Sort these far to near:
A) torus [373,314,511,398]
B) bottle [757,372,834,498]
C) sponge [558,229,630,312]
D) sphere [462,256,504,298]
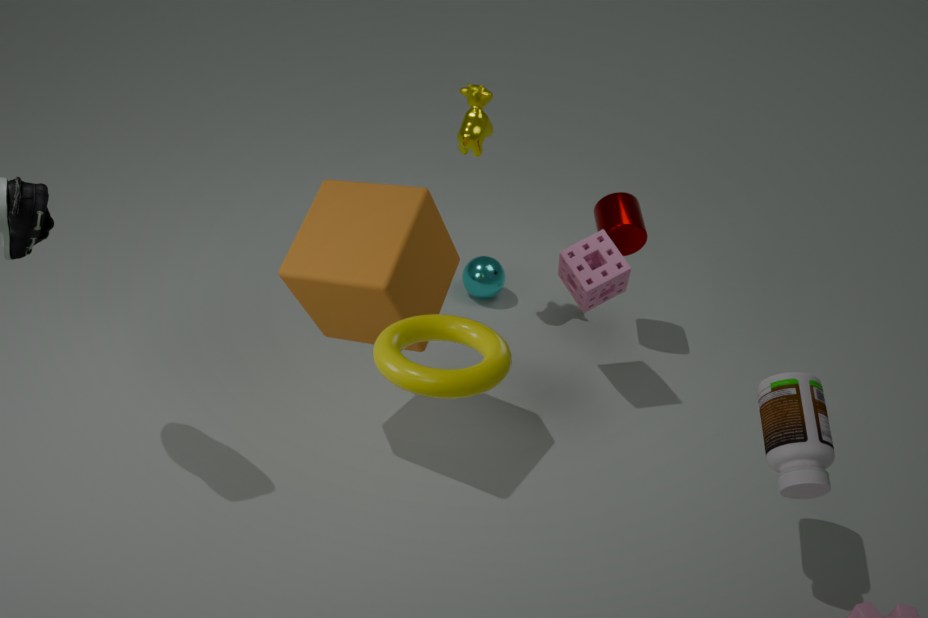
sphere [462,256,504,298]
sponge [558,229,630,312]
bottle [757,372,834,498]
torus [373,314,511,398]
